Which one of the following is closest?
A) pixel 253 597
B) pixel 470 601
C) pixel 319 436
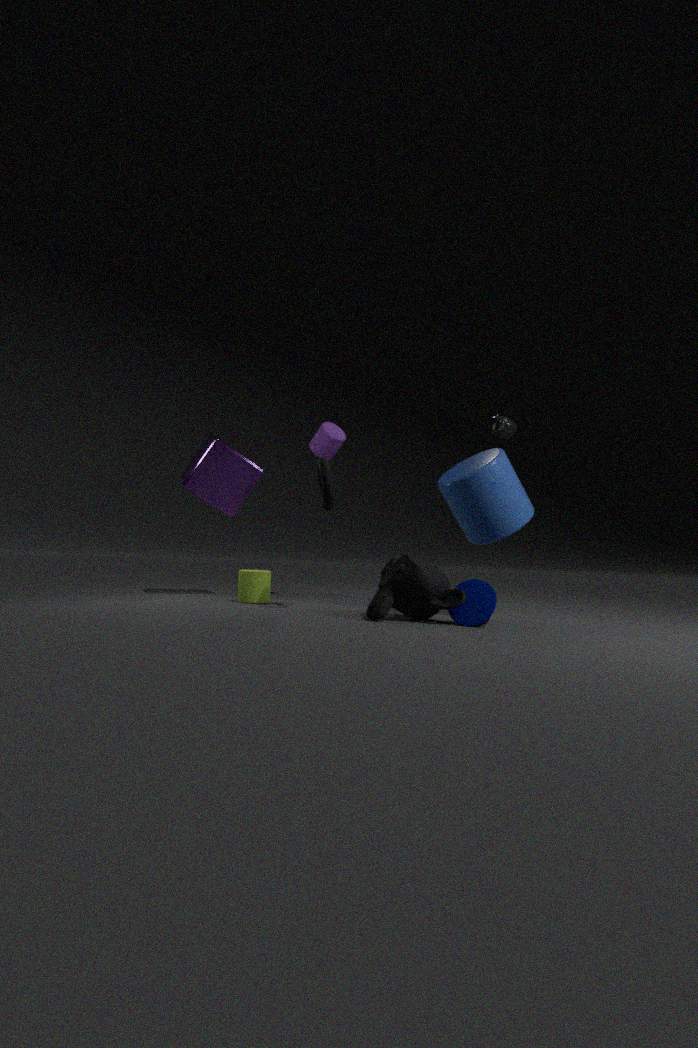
pixel 470 601
